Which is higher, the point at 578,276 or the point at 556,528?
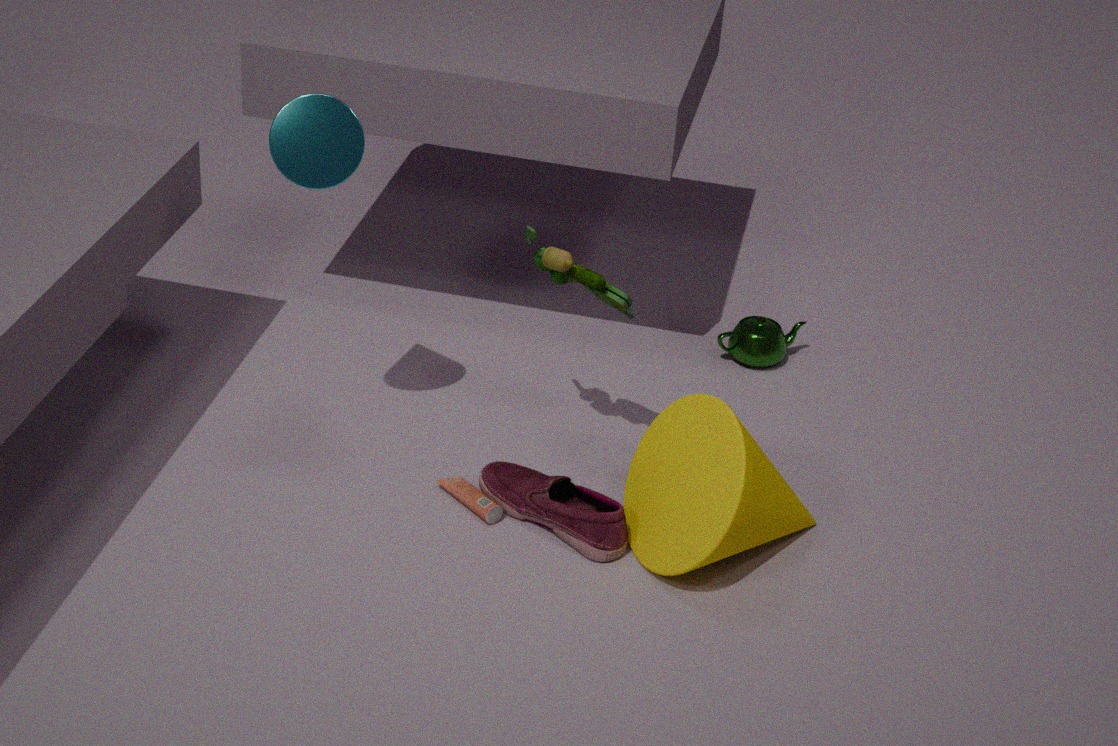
the point at 578,276
